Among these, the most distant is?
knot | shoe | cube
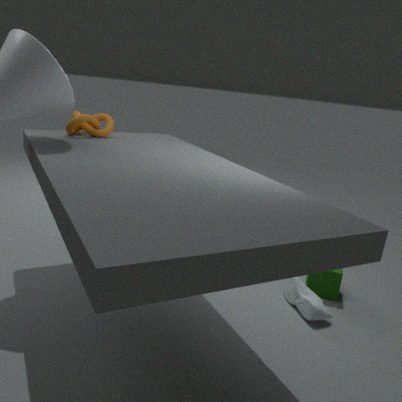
cube
